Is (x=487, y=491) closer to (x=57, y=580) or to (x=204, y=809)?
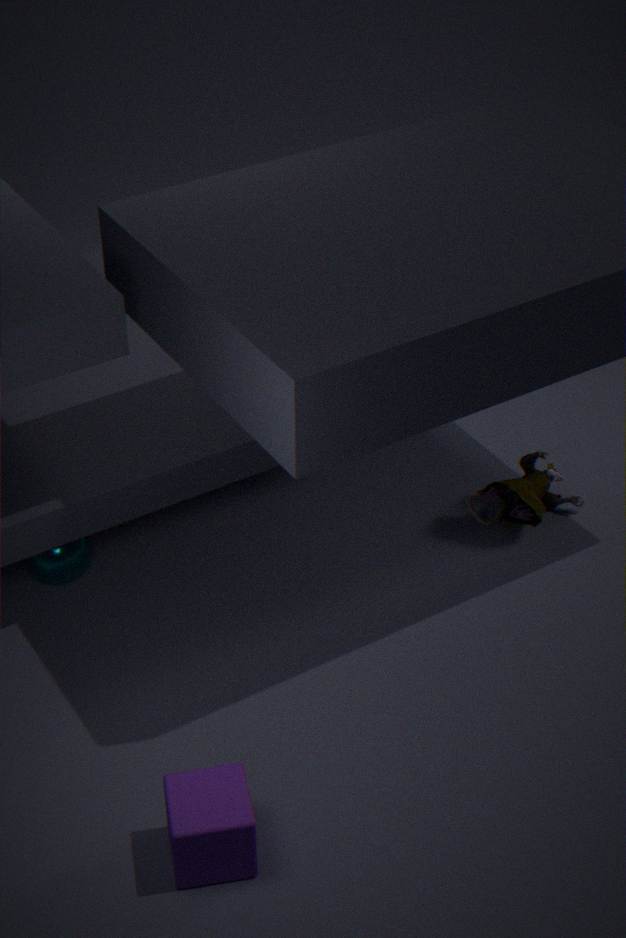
(x=57, y=580)
